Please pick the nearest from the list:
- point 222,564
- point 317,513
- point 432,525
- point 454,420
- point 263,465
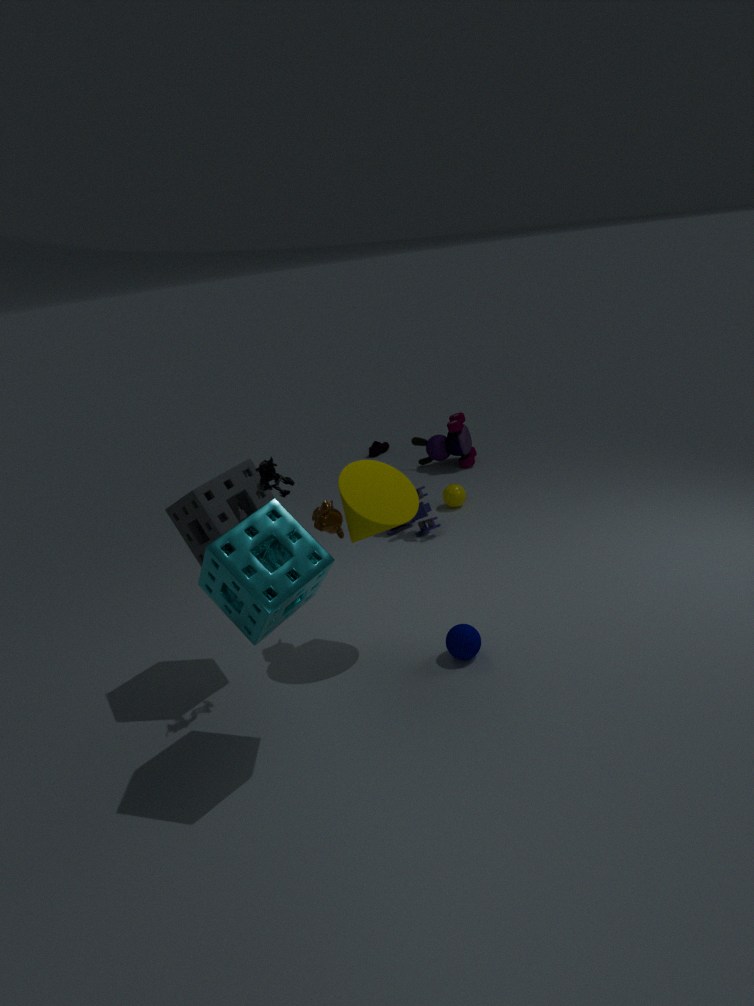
point 222,564
